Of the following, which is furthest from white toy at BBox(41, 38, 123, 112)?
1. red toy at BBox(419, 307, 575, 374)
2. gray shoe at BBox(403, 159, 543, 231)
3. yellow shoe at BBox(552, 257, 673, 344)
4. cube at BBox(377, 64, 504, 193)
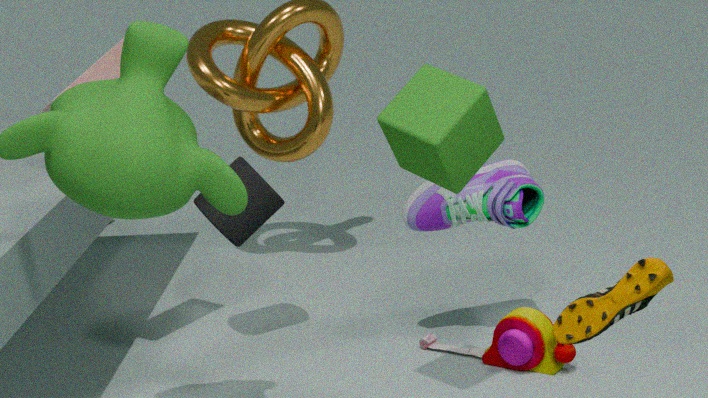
yellow shoe at BBox(552, 257, 673, 344)
